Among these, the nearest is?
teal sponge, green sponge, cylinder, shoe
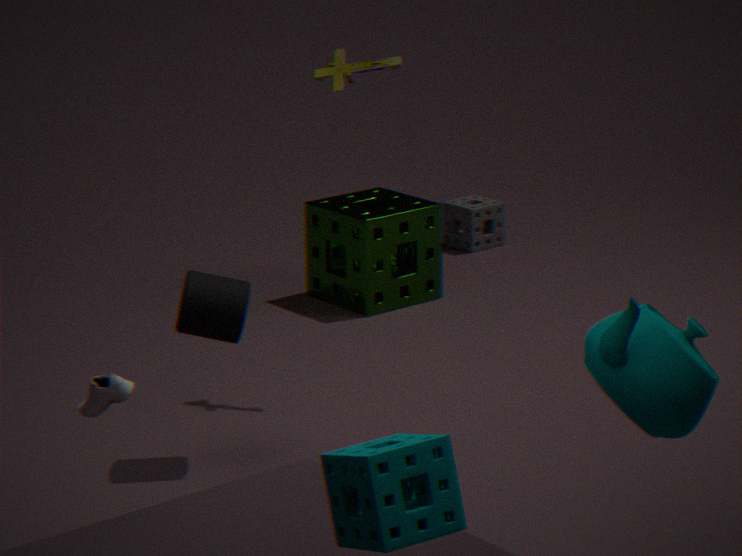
teal sponge
